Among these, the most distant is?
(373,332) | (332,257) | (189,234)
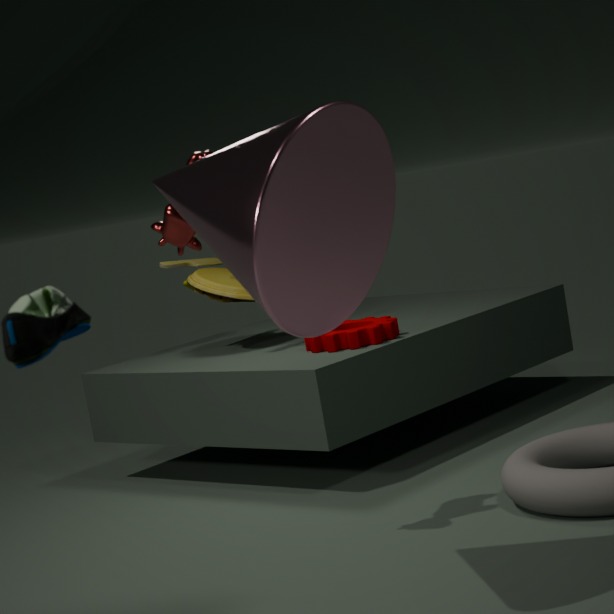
(373,332)
